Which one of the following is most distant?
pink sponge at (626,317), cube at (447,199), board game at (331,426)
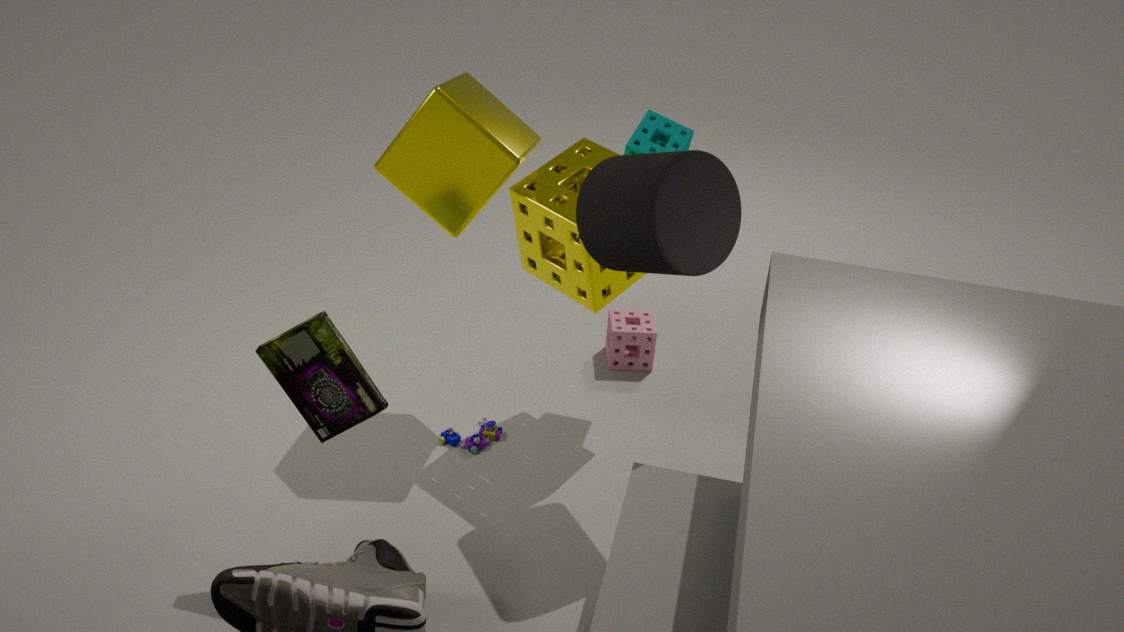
pink sponge at (626,317)
